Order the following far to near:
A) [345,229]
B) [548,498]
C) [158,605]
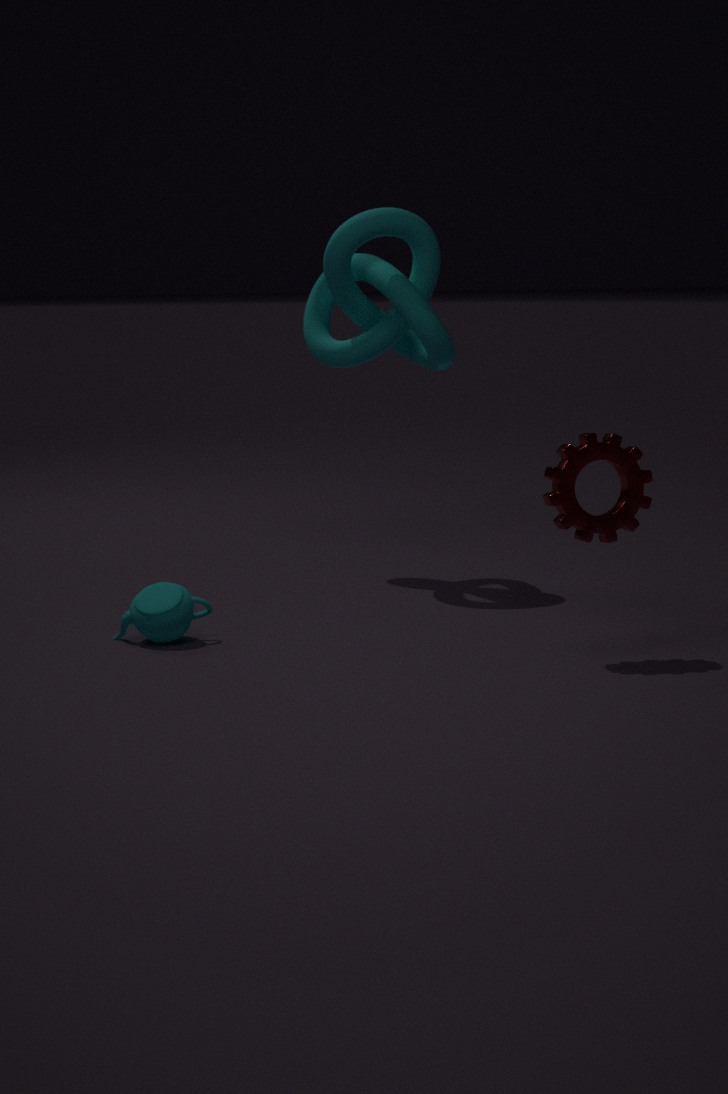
[345,229] → [158,605] → [548,498]
